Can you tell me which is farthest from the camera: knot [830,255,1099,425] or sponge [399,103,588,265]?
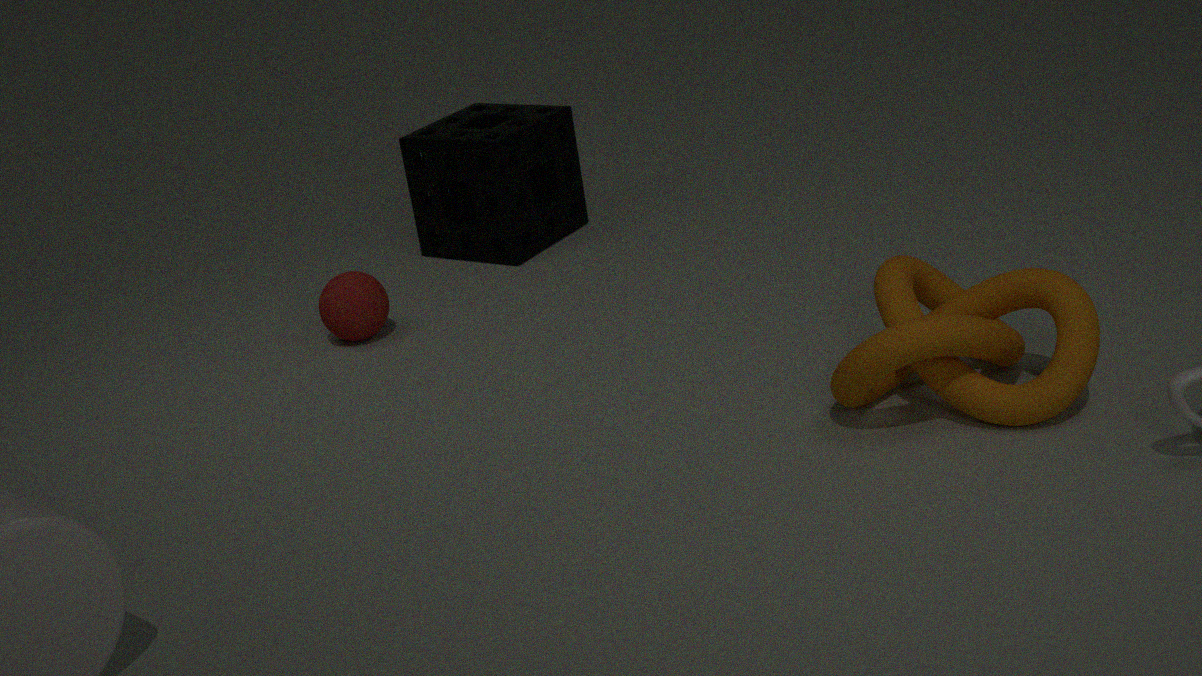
sponge [399,103,588,265]
